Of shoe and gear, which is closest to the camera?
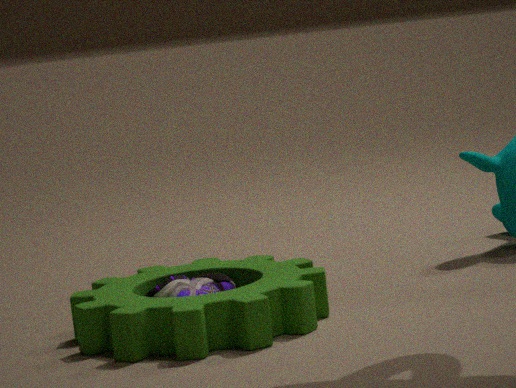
gear
